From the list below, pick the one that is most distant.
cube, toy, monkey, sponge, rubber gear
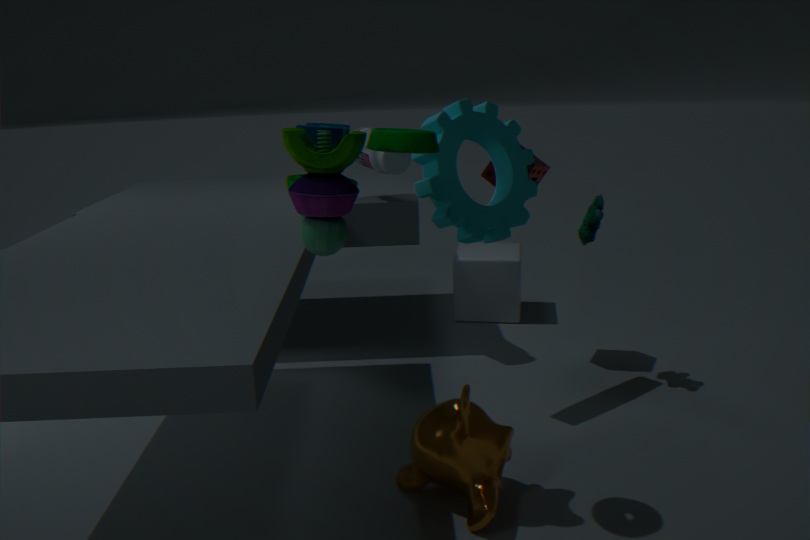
cube
